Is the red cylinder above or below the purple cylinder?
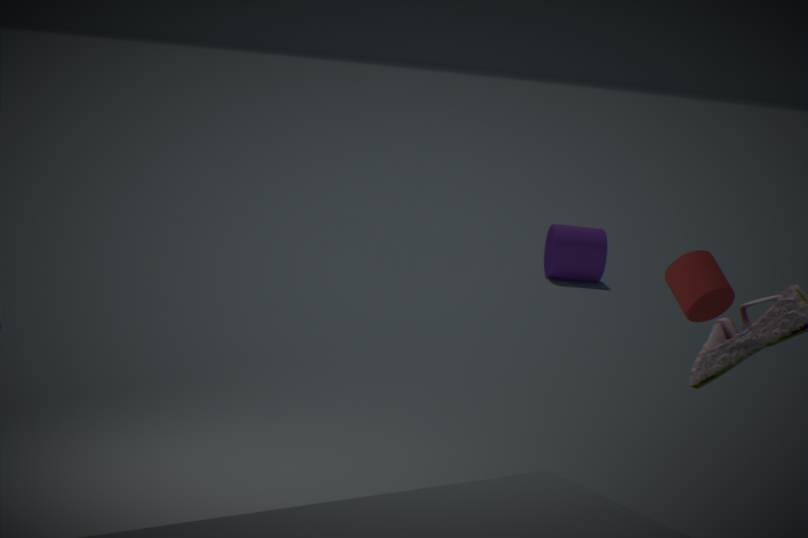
above
